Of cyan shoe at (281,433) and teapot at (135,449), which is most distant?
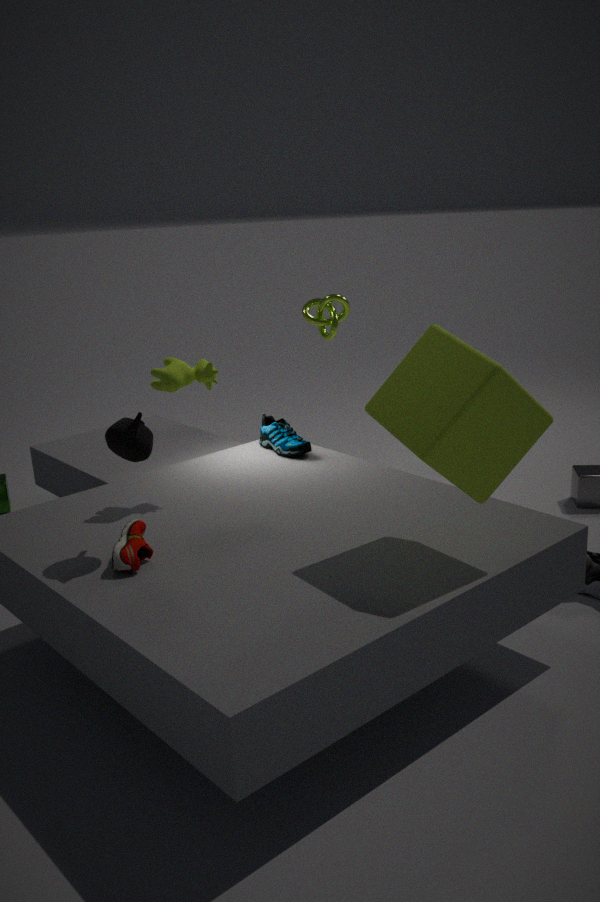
cyan shoe at (281,433)
